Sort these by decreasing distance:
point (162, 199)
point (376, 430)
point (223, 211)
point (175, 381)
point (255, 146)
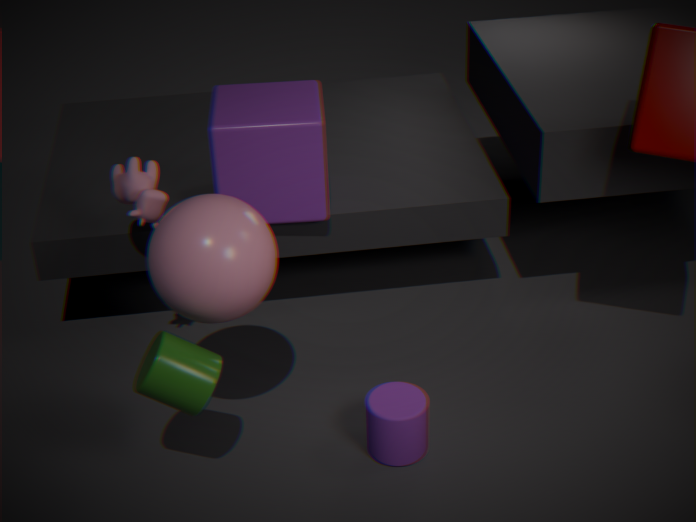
point (255, 146), point (162, 199), point (376, 430), point (223, 211), point (175, 381)
